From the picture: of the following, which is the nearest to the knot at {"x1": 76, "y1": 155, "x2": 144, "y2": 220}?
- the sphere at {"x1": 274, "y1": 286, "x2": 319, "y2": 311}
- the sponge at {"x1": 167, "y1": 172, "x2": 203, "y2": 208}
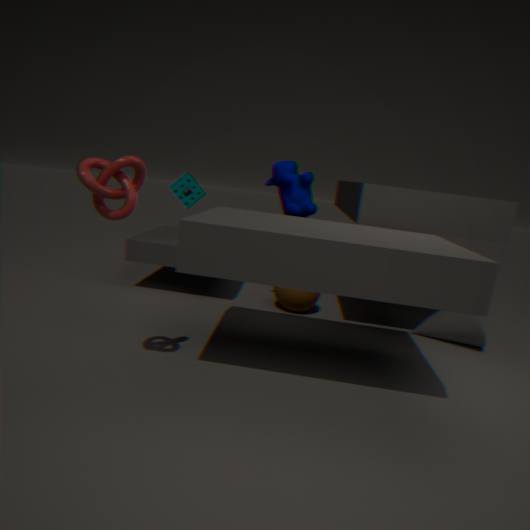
the sponge at {"x1": 167, "y1": 172, "x2": 203, "y2": 208}
